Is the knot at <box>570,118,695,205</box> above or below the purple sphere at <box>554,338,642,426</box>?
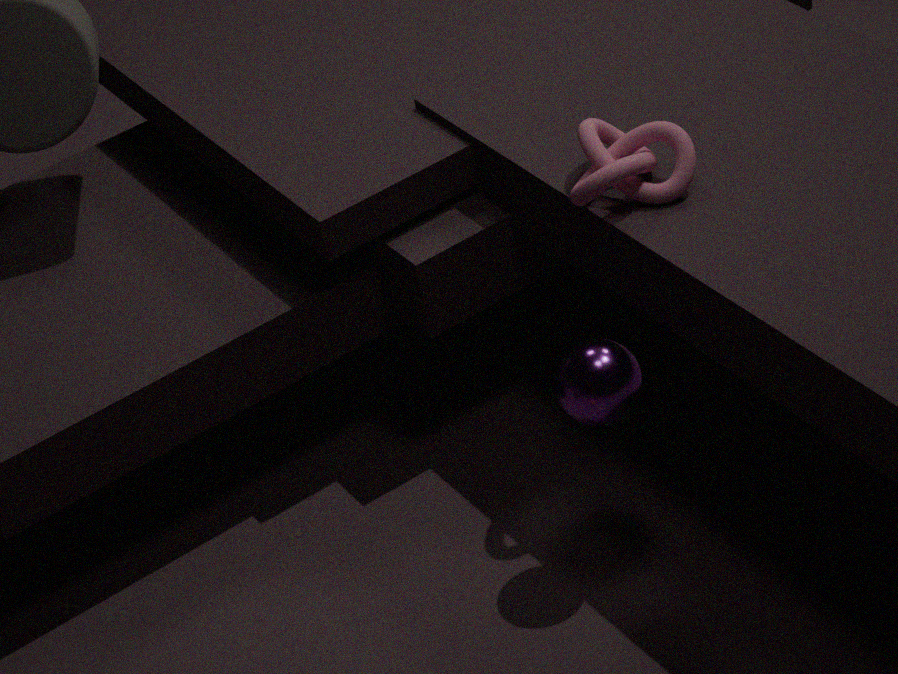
above
